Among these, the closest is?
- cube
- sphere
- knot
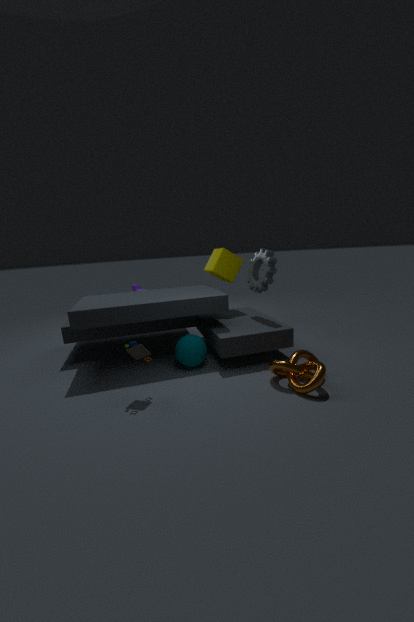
knot
